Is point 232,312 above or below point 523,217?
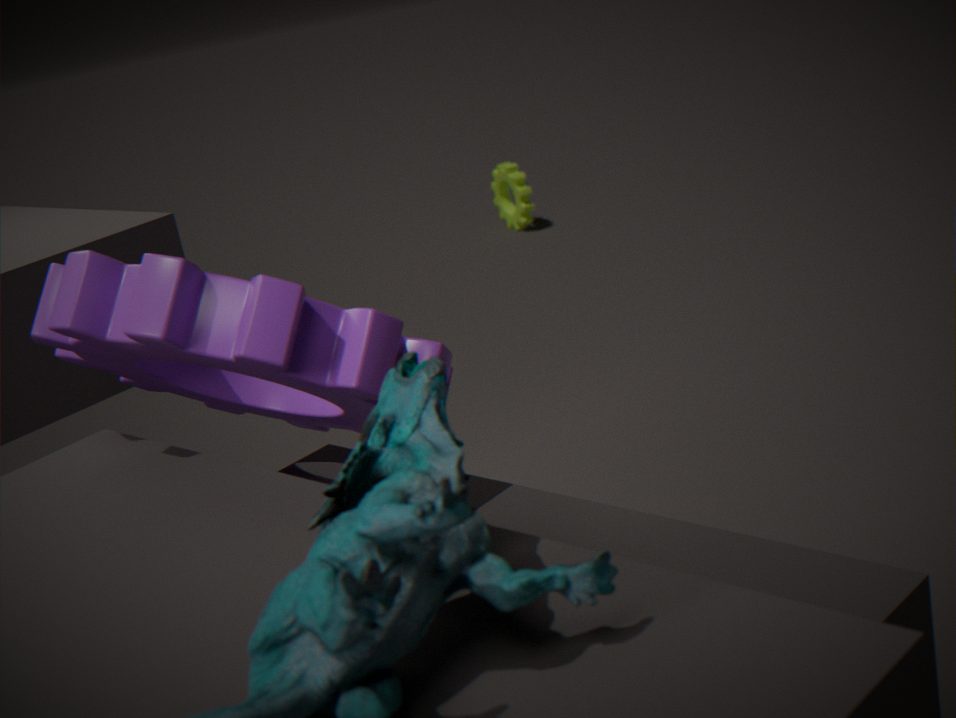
above
